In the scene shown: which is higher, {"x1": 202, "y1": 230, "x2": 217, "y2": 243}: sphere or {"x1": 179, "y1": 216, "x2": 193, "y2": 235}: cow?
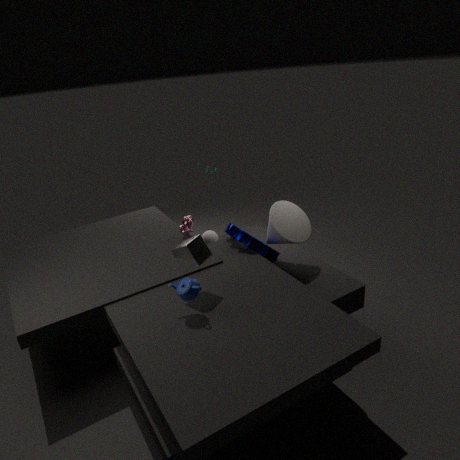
{"x1": 179, "y1": 216, "x2": 193, "y2": 235}: cow
